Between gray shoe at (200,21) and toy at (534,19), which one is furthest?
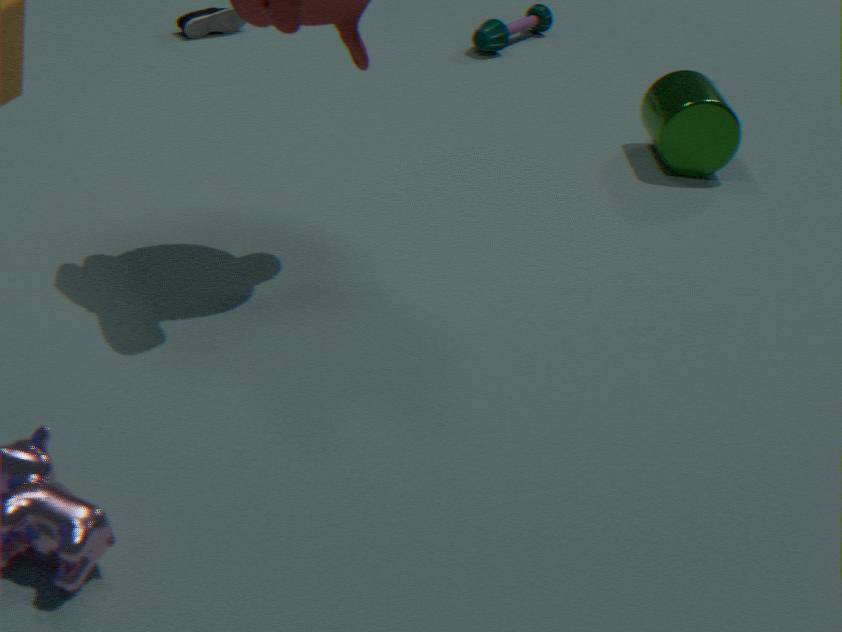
toy at (534,19)
